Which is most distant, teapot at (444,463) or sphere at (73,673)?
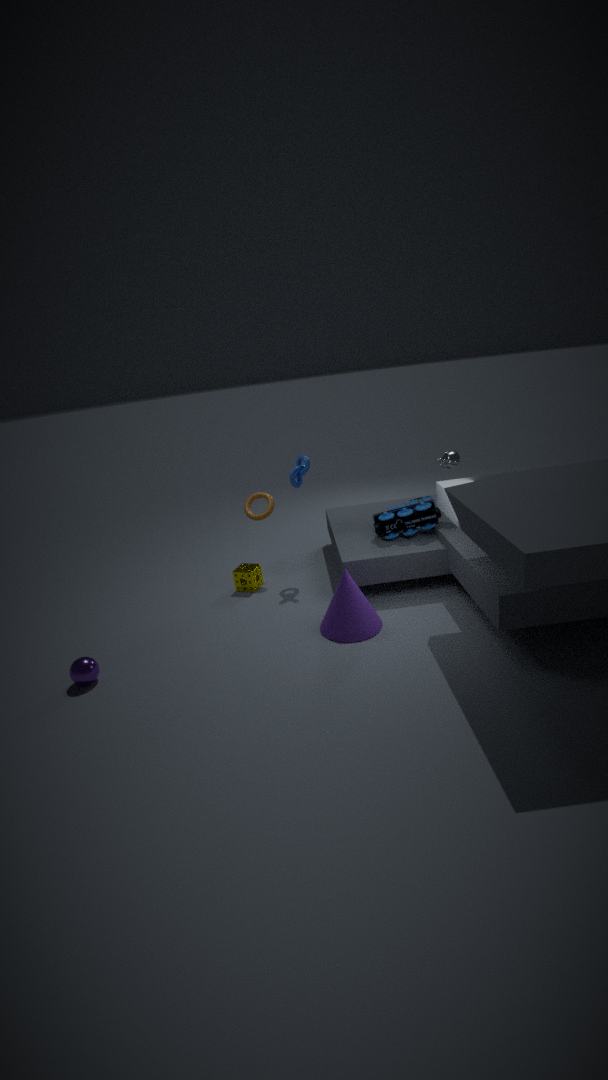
teapot at (444,463)
